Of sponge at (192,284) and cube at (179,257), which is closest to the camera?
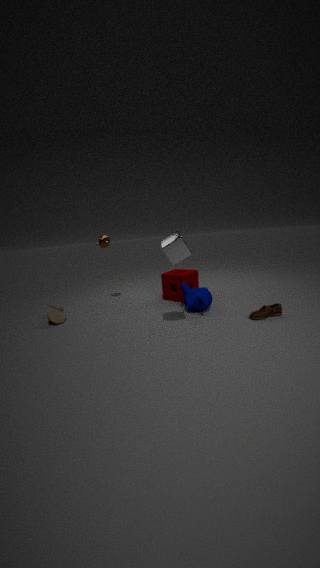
cube at (179,257)
